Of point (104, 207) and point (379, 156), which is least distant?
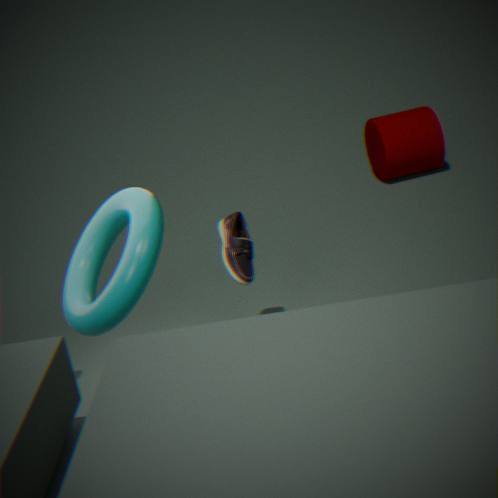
point (104, 207)
